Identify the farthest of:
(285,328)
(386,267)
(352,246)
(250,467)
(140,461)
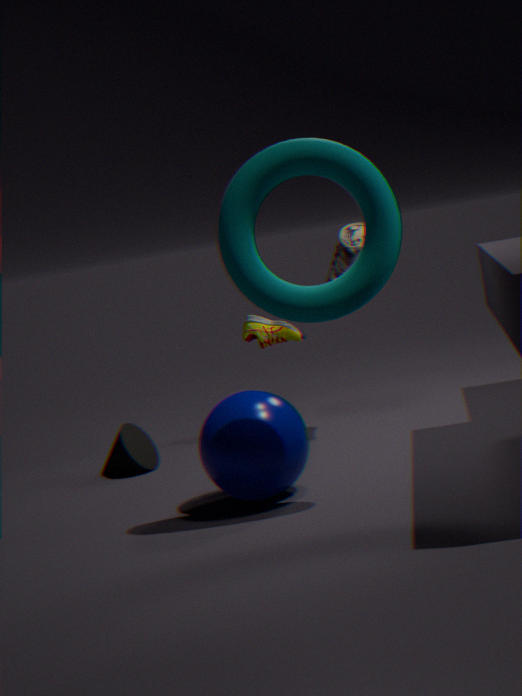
(285,328)
